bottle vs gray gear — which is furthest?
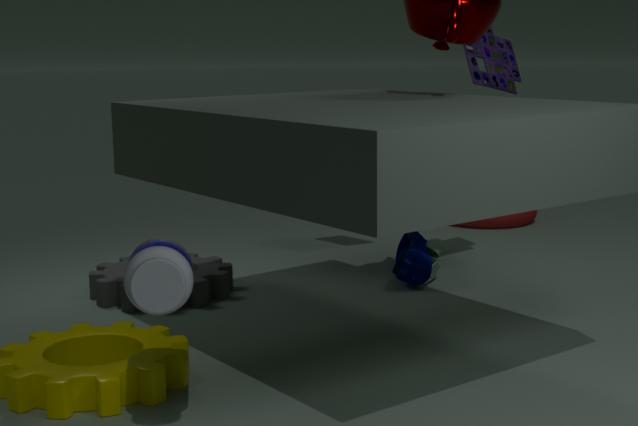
gray gear
